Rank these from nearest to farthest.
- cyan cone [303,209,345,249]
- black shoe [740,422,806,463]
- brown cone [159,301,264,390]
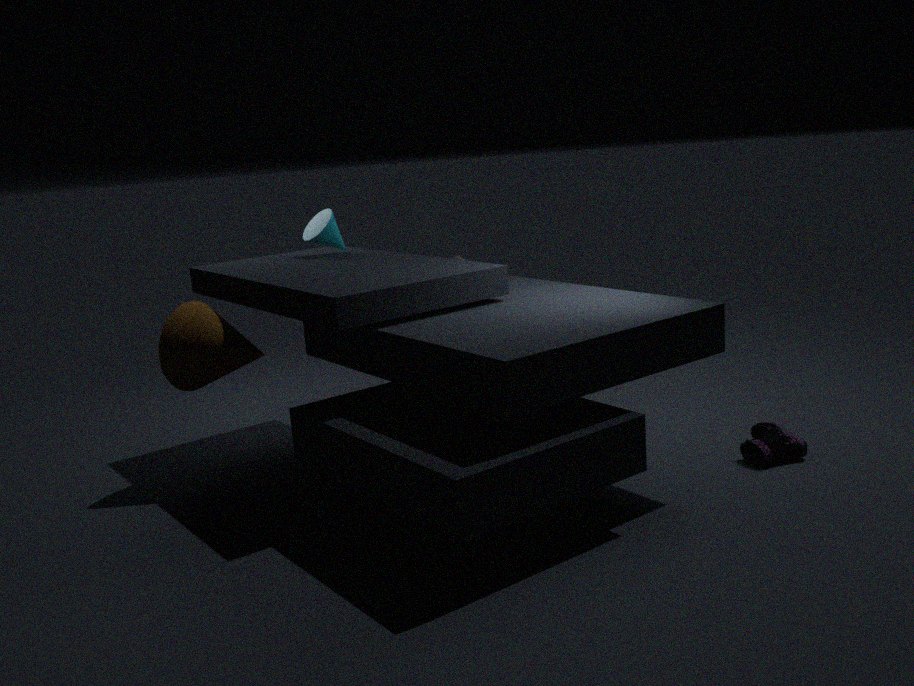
black shoe [740,422,806,463] < brown cone [159,301,264,390] < cyan cone [303,209,345,249]
